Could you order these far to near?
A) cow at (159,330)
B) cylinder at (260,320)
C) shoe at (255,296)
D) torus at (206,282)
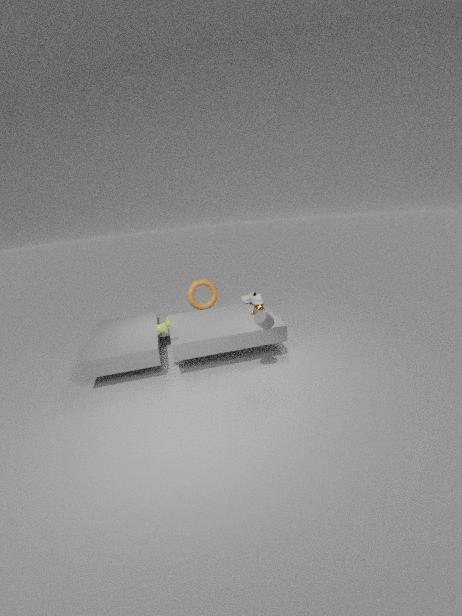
1. torus at (206,282)
2. shoe at (255,296)
3. cow at (159,330)
4. cylinder at (260,320)
